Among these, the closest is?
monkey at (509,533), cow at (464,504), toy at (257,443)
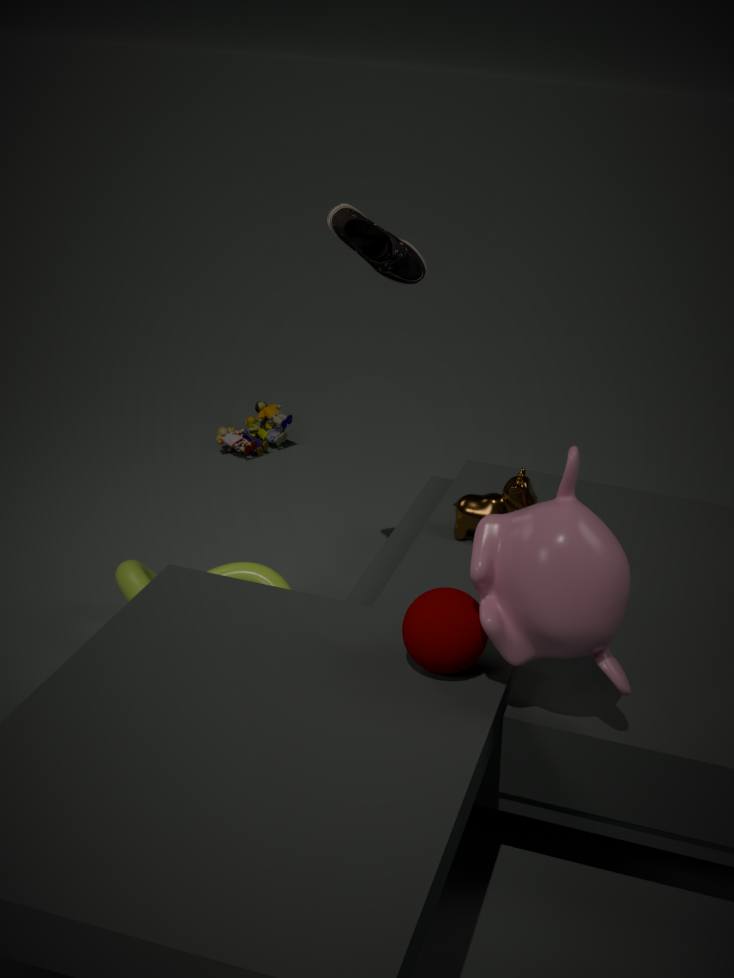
monkey at (509,533)
